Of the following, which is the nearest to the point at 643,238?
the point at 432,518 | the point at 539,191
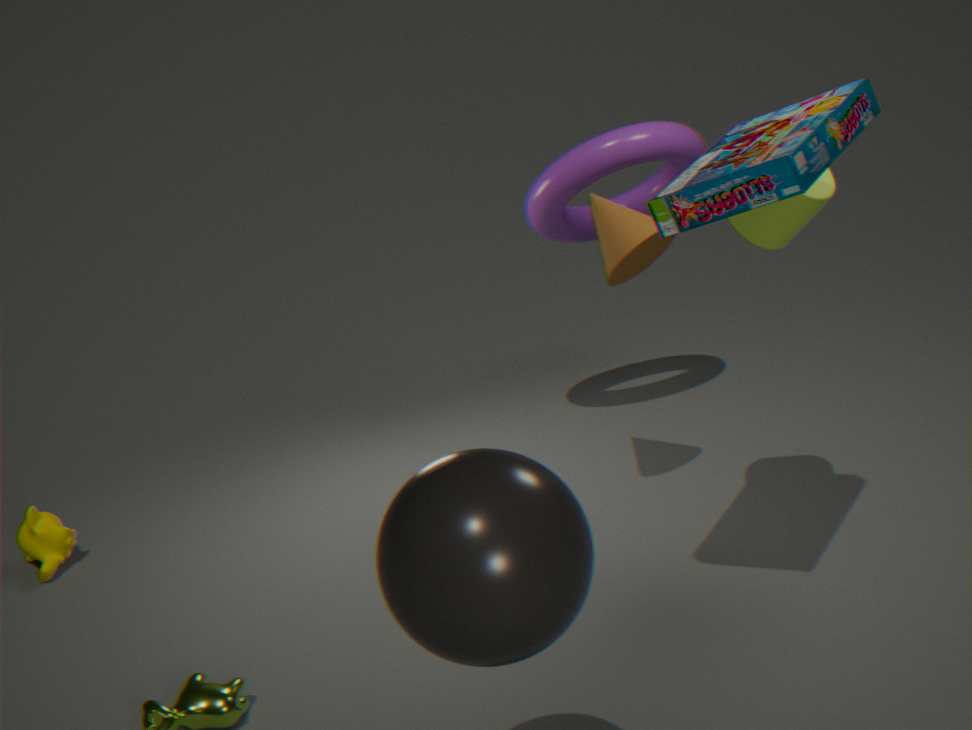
the point at 539,191
